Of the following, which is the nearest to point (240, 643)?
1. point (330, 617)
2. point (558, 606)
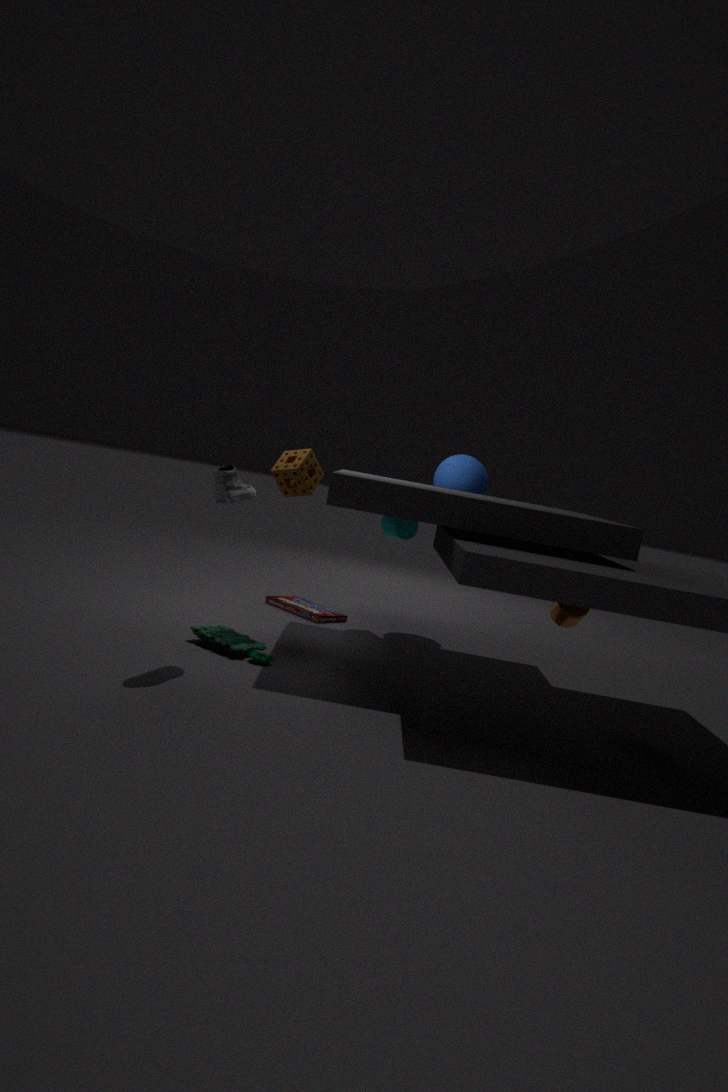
point (330, 617)
